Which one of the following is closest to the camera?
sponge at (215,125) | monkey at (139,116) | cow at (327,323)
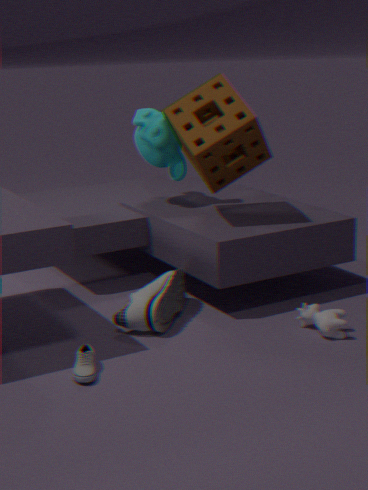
cow at (327,323)
